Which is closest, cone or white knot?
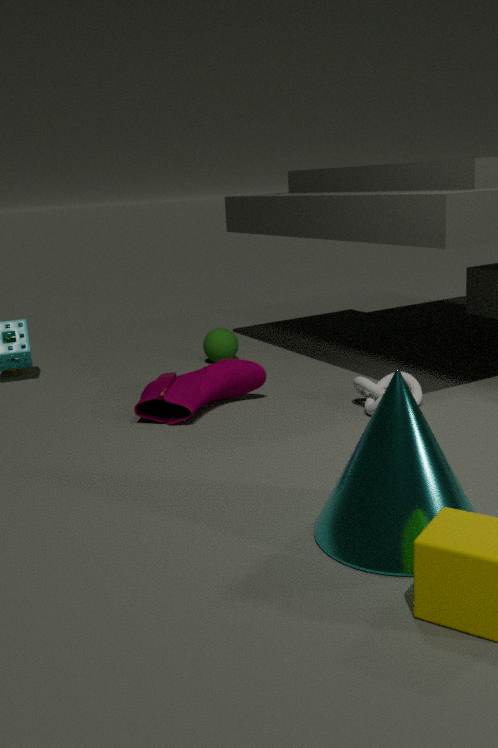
cone
